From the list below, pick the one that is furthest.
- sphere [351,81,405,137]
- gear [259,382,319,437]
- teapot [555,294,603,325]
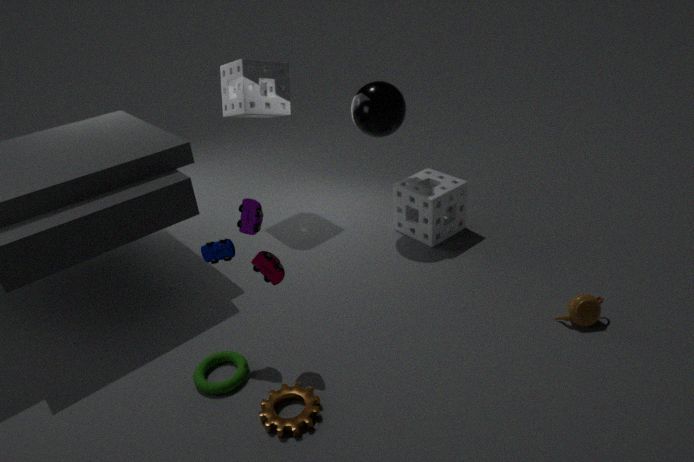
sphere [351,81,405,137]
